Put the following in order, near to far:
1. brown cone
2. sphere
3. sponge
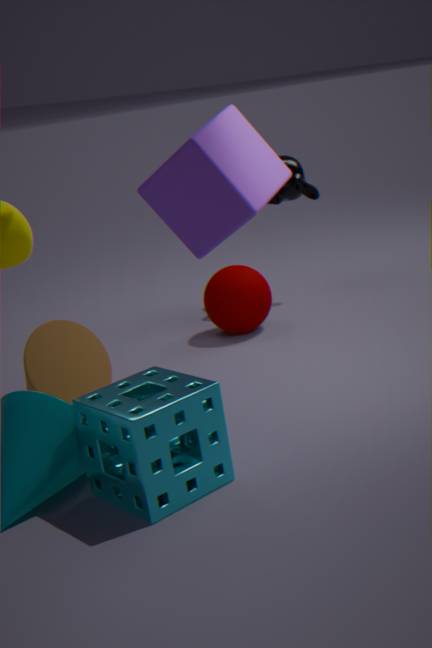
sponge
brown cone
sphere
